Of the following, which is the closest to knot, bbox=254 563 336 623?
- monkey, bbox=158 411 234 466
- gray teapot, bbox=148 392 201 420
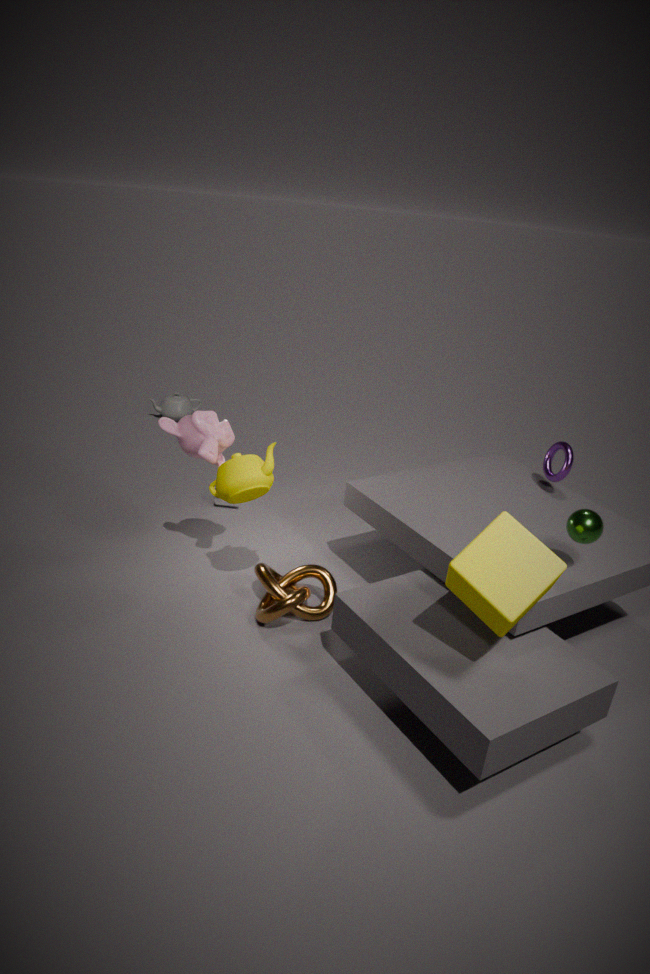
monkey, bbox=158 411 234 466
